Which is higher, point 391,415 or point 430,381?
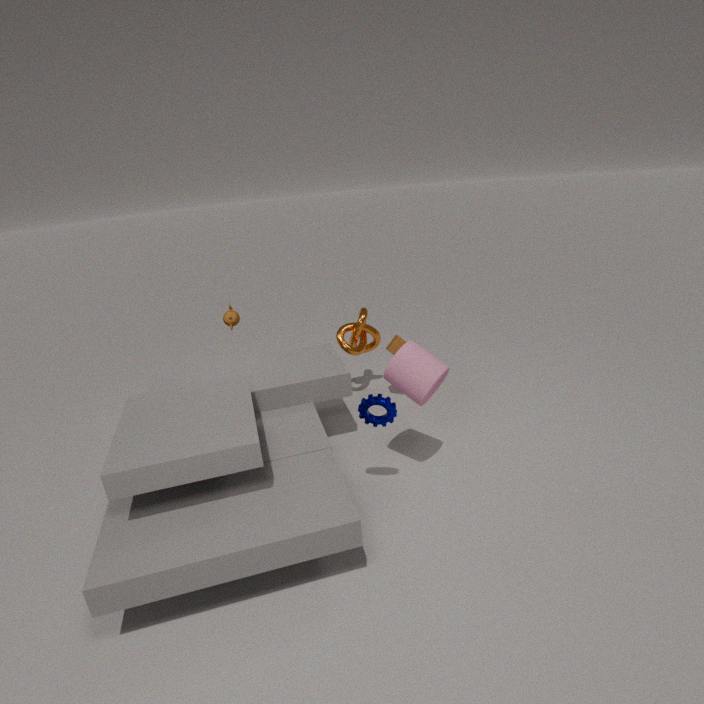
point 430,381
